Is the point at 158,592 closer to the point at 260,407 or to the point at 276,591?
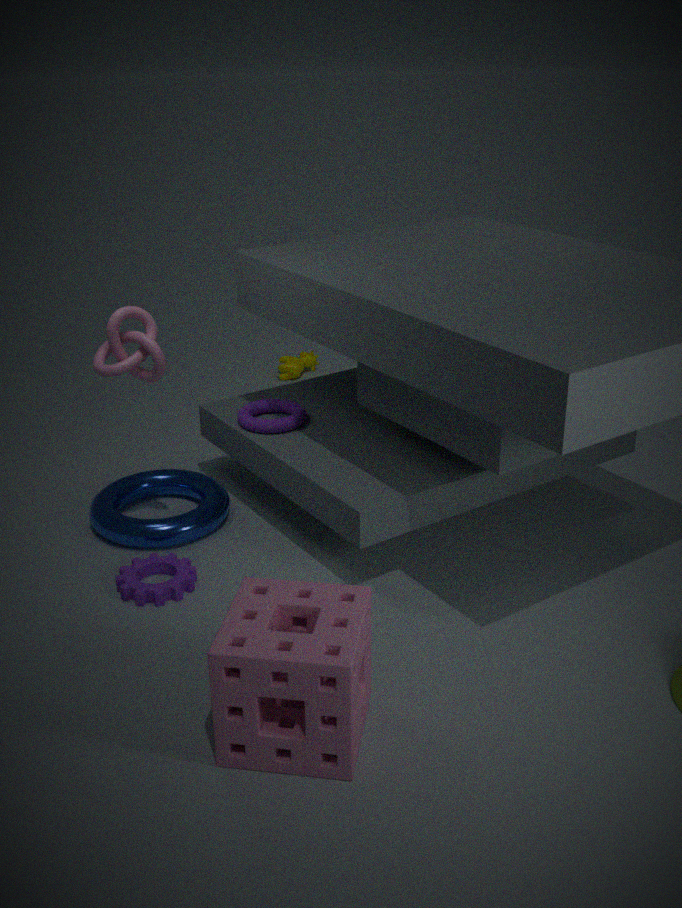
the point at 260,407
